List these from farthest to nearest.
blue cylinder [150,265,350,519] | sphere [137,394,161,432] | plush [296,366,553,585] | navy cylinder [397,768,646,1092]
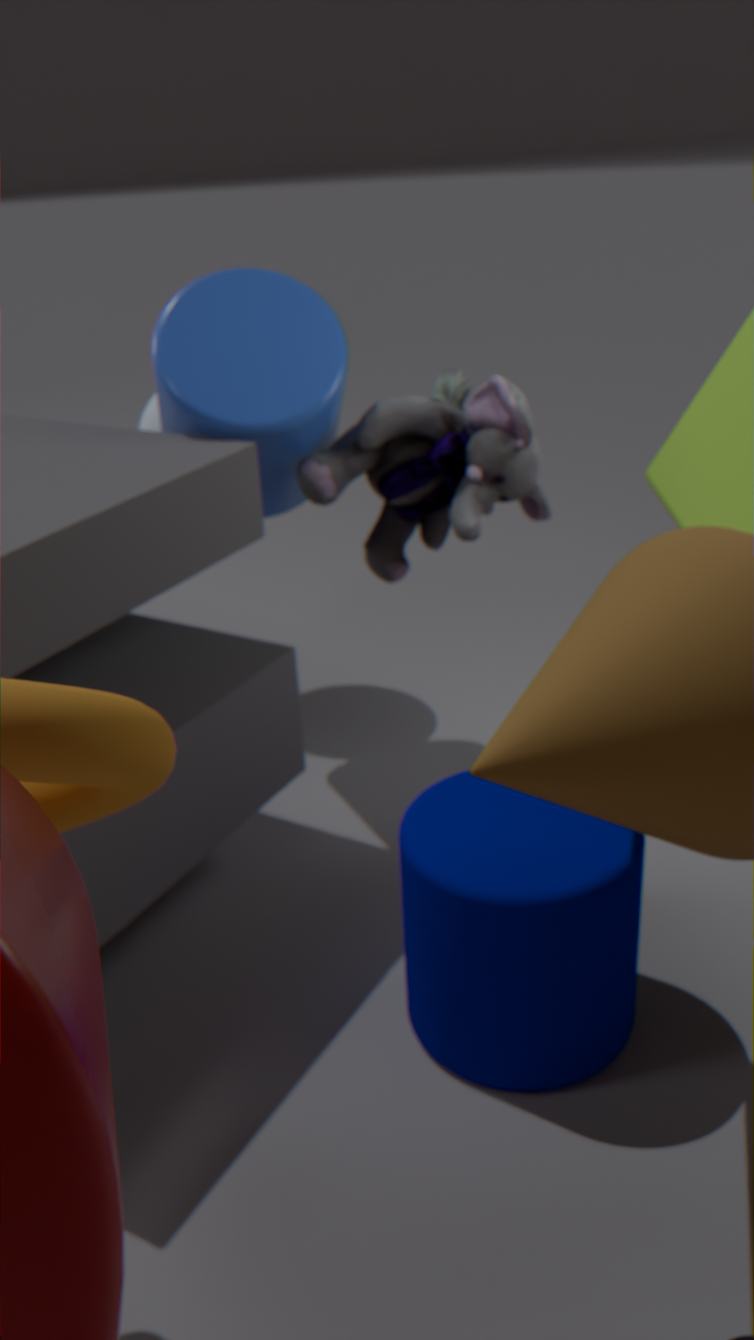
sphere [137,394,161,432]
plush [296,366,553,585]
blue cylinder [150,265,350,519]
navy cylinder [397,768,646,1092]
